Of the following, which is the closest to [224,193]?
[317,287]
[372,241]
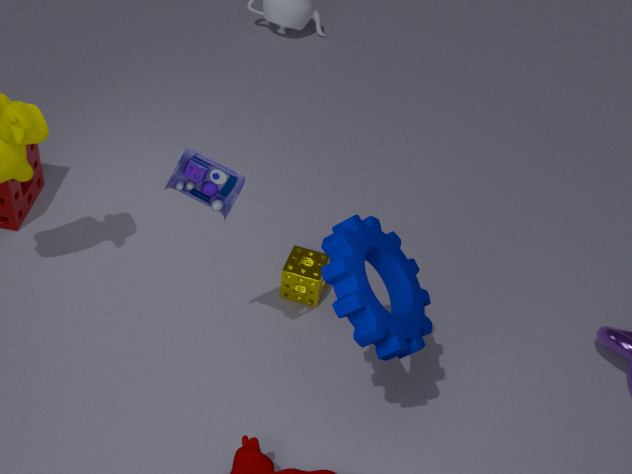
[372,241]
